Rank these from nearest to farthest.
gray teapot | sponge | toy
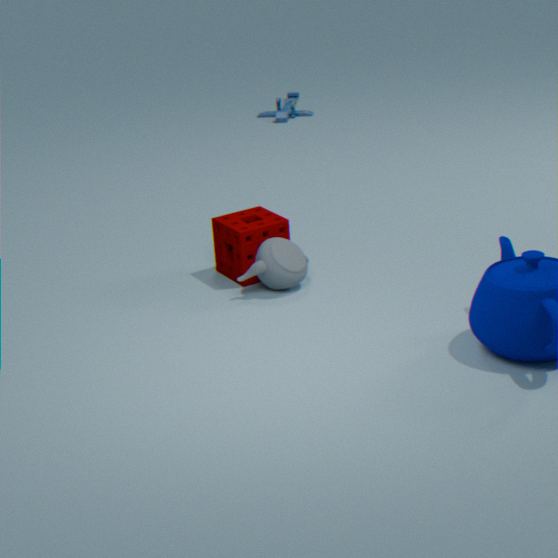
gray teapot
sponge
toy
